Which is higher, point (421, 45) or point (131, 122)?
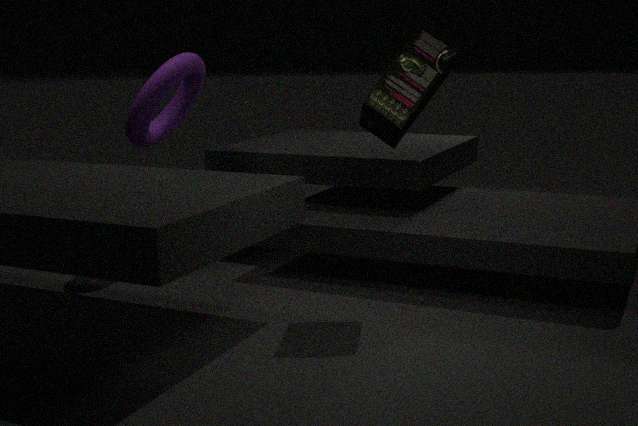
point (421, 45)
